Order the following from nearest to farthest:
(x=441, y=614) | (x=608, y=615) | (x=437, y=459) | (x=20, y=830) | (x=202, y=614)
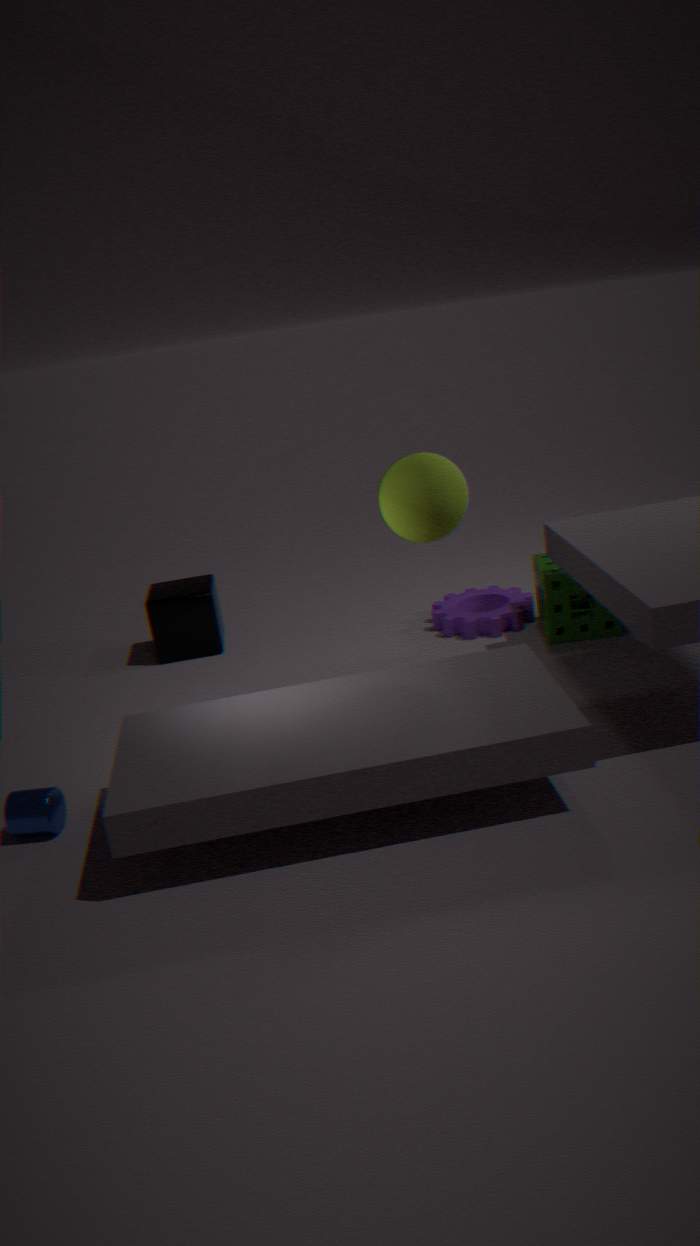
(x=20, y=830) → (x=437, y=459) → (x=608, y=615) → (x=441, y=614) → (x=202, y=614)
